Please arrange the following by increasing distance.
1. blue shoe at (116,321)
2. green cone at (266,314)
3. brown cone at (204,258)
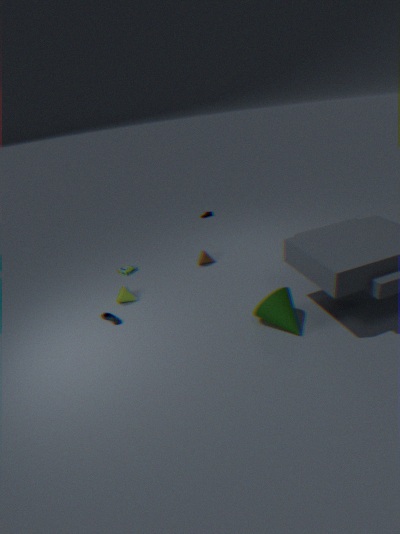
green cone at (266,314) < blue shoe at (116,321) < brown cone at (204,258)
